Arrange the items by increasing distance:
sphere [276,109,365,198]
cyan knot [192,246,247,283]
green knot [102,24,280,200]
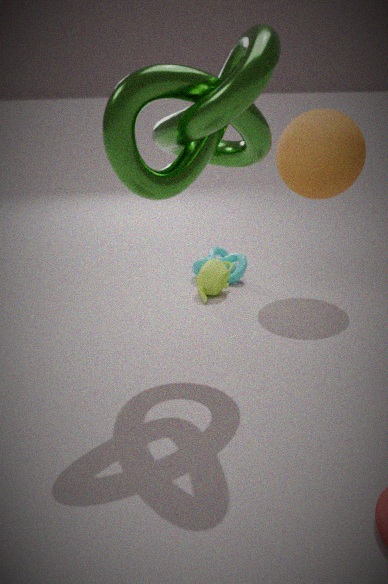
green knot [102,24,280,200], sphere [276,109,365,198], cyan knot [192,246,247,283]
